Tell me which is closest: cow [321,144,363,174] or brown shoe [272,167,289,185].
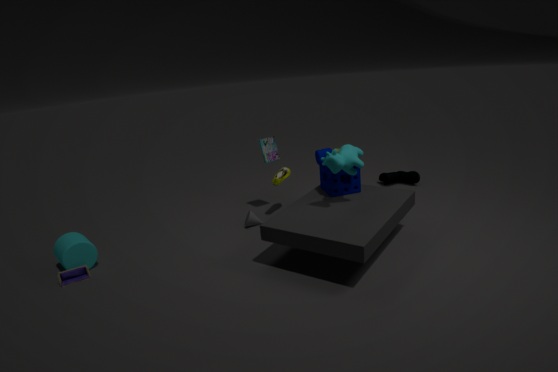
cow [321,144,363,174]
